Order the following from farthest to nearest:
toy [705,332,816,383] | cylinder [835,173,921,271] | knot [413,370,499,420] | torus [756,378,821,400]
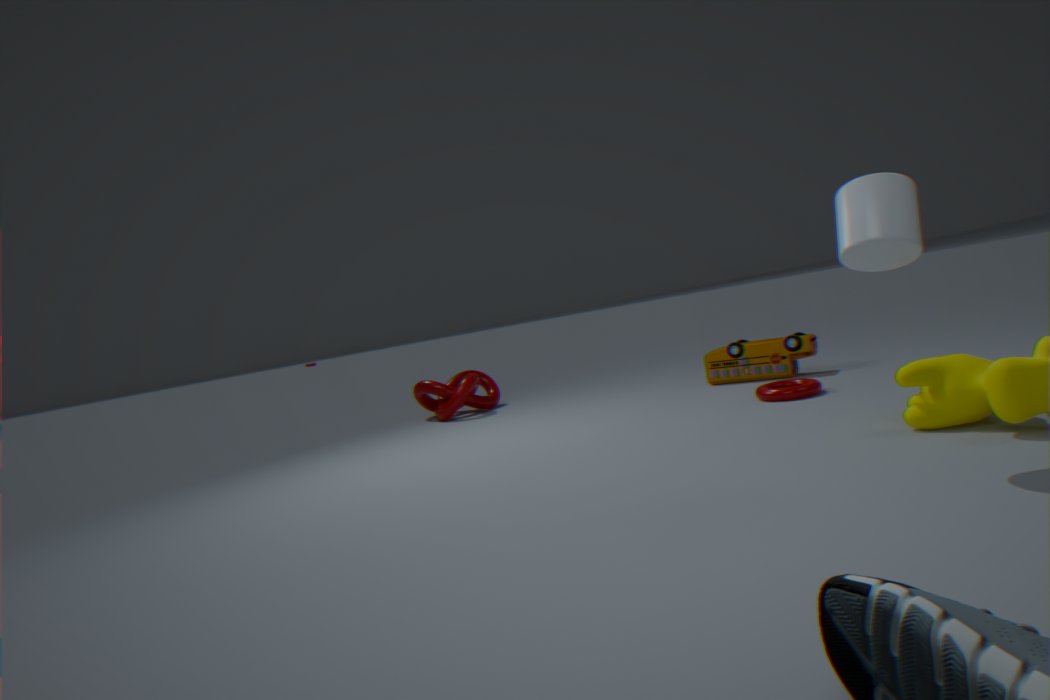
1. knot [413,370,499,420]
2. toy [705,332,816,383]
3. torus [756,378,821,400]
4. cylinder [835,173,921,271]
